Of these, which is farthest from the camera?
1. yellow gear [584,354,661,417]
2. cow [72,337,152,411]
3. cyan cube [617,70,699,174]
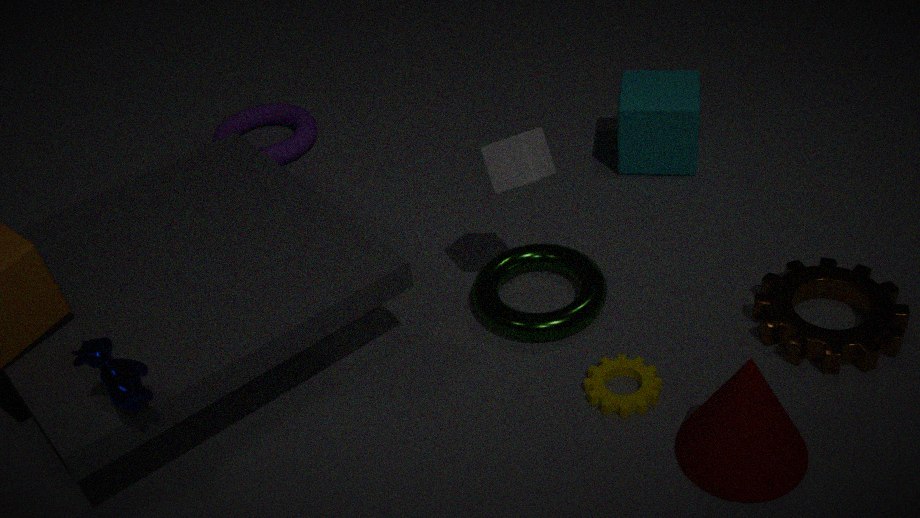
cyan cube [617,70,699,174]
